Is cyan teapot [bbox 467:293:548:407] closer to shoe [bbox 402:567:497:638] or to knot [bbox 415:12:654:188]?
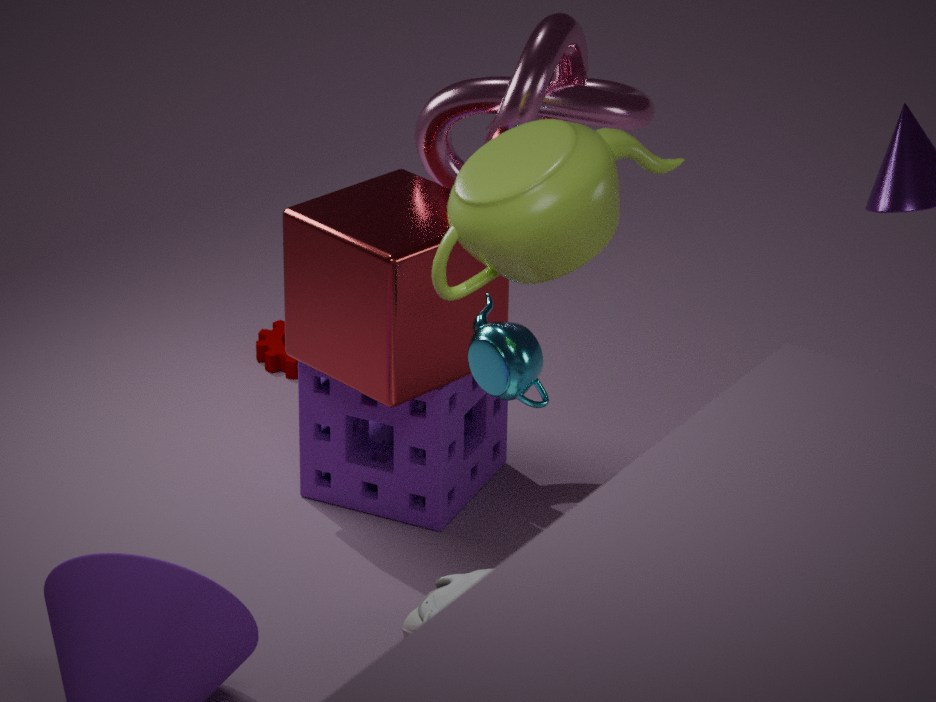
shoe [bbox 402:567:497:638]
